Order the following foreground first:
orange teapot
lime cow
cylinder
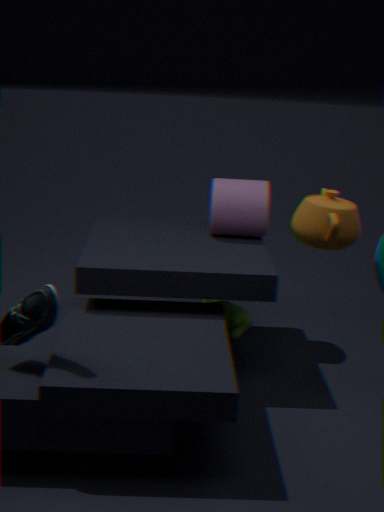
orange teapot < cylinder < lime cow
